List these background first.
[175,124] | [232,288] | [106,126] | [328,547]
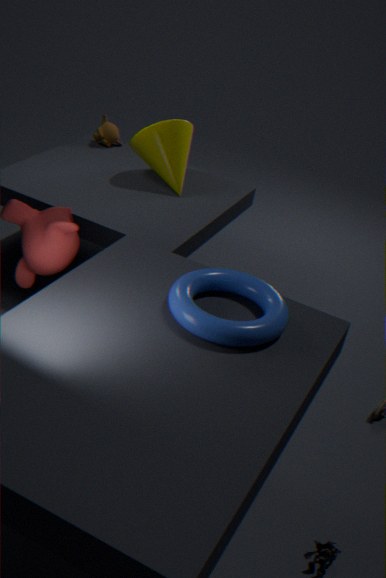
[106,126] < [175,124] < [232,288] < [328,547]
